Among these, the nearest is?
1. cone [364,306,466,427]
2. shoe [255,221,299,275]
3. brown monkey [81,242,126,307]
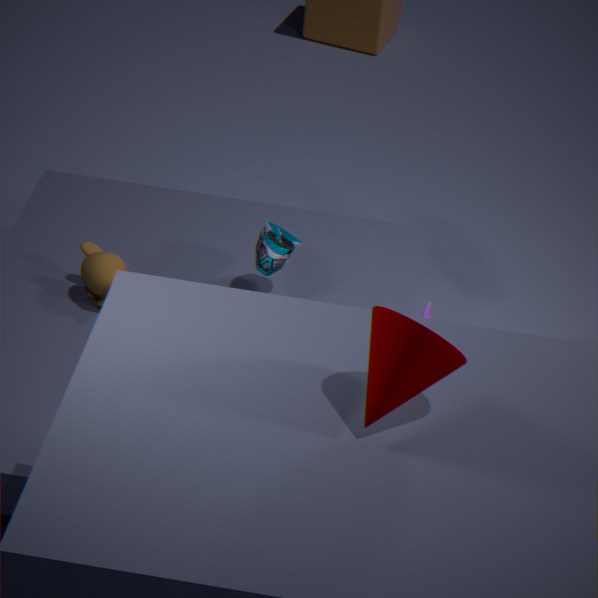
cone [364,306,466,427]
